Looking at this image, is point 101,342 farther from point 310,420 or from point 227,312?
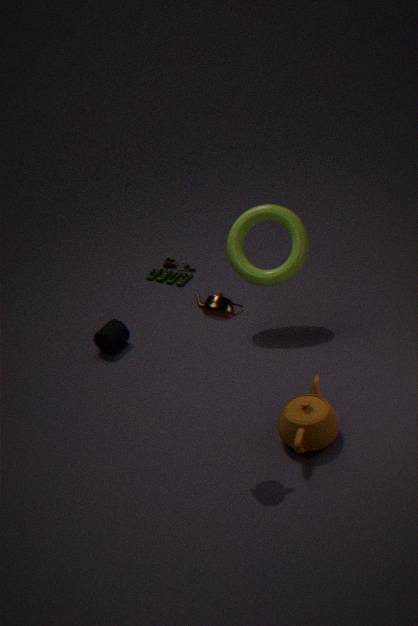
point 310,420
